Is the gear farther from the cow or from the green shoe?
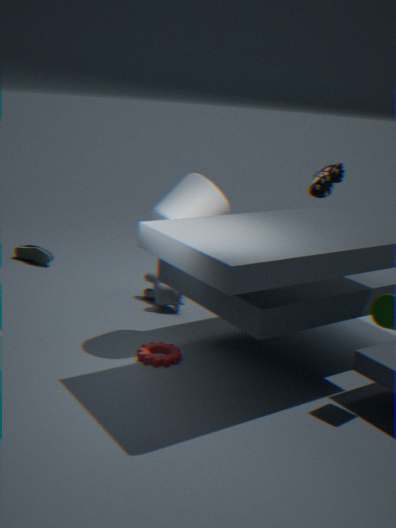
the green shoe
